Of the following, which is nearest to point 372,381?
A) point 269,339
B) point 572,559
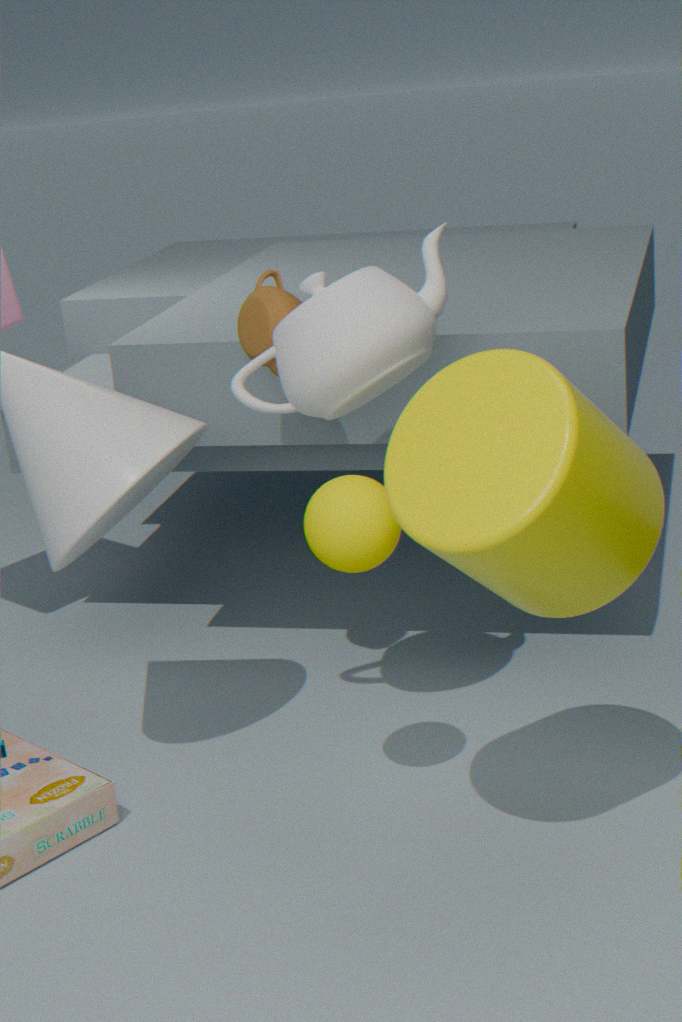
point 269,339
